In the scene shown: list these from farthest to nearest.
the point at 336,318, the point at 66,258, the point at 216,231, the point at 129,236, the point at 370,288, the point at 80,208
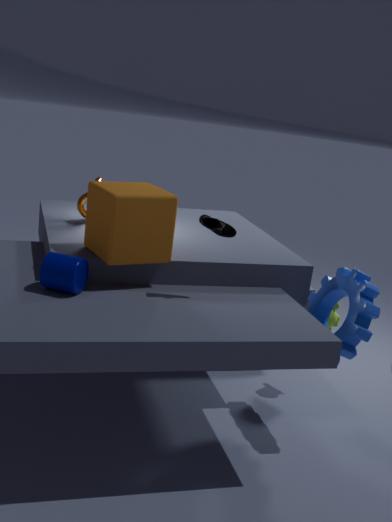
the point at 336,318, the point at 80,208, the point at 370,288, the point at 216,231, the point at 129,236, the point at 66,258
